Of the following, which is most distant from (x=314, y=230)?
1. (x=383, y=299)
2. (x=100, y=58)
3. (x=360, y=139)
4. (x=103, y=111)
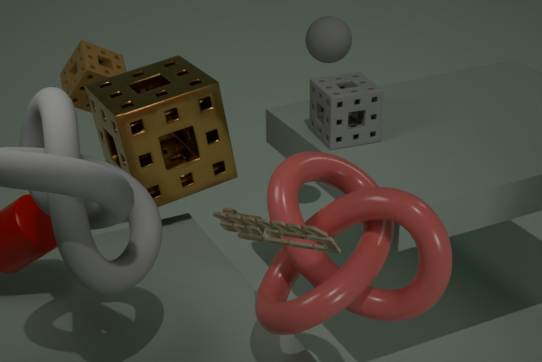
(x=100, y=58)
